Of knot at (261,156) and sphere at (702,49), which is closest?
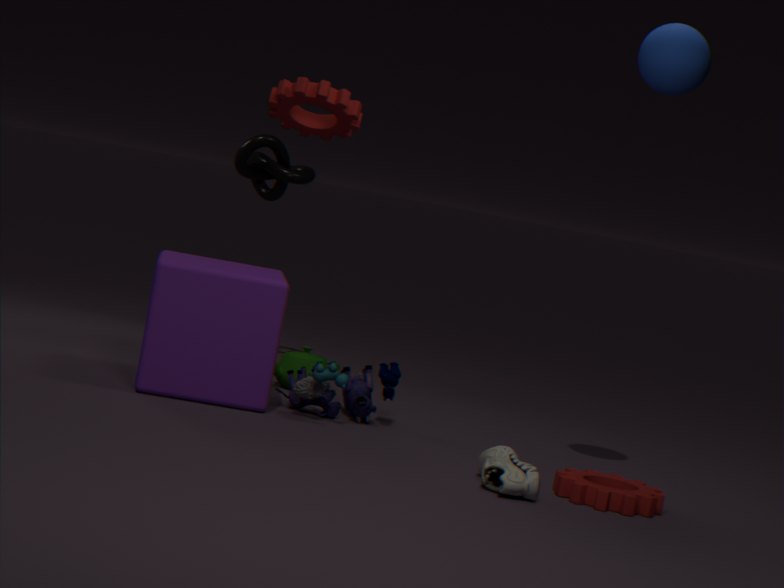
sphere at (702,49)
